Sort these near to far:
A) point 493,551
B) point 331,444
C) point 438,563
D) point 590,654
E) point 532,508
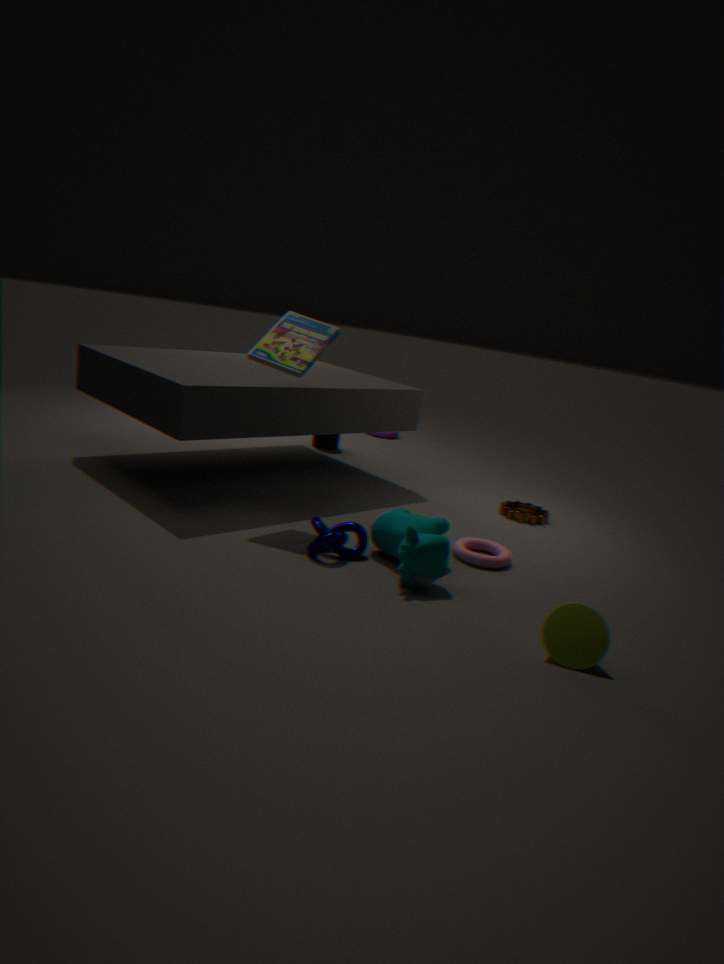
point 590,654 < point 438,563 < point 493,551 < point 532,508 < point 331,444
